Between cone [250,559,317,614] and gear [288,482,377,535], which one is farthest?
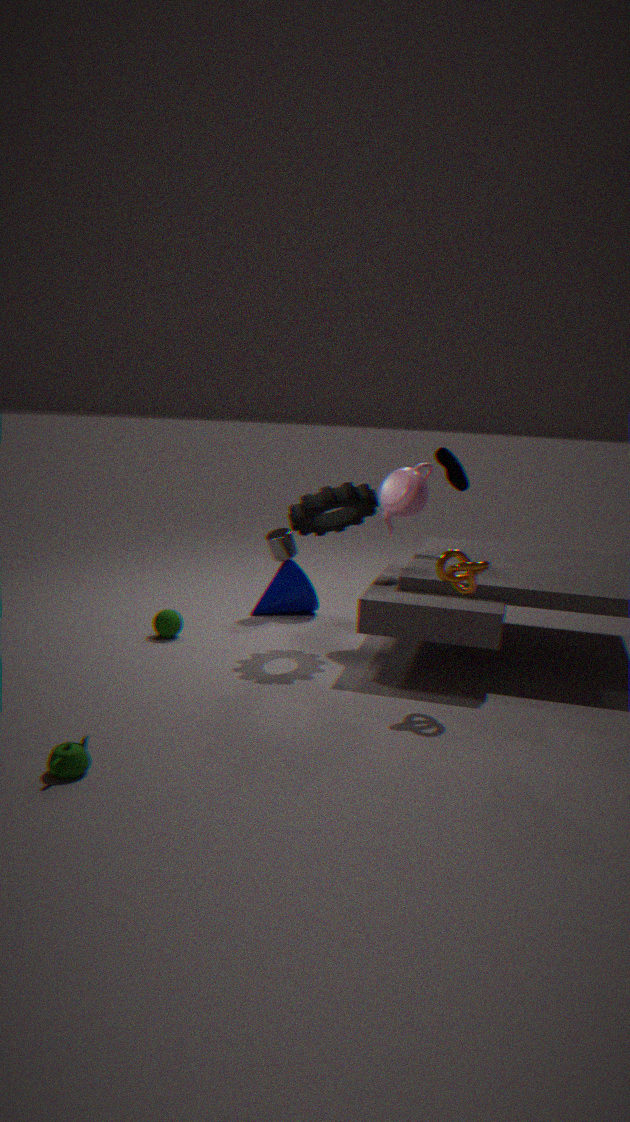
cone [250,559,317,614]
